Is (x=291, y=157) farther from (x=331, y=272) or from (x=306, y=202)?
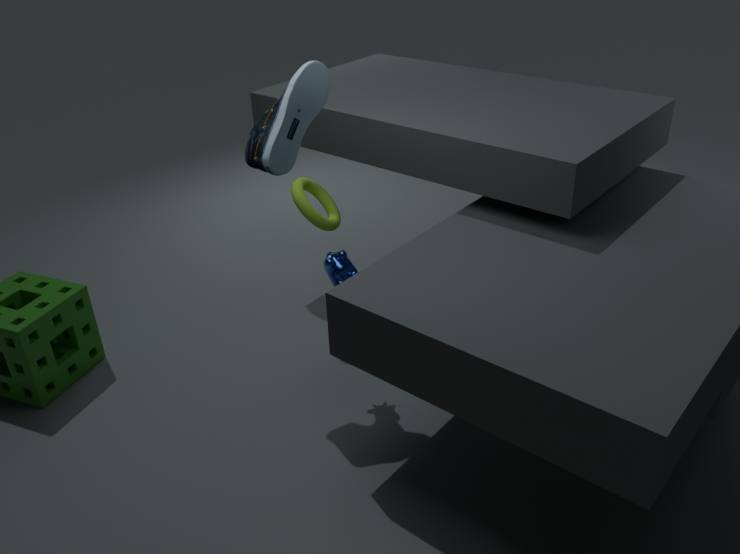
(x=306, y=202)
